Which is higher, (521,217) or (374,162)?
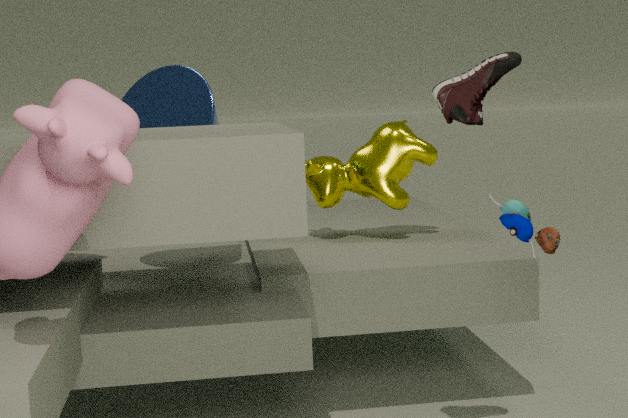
(374,162)
